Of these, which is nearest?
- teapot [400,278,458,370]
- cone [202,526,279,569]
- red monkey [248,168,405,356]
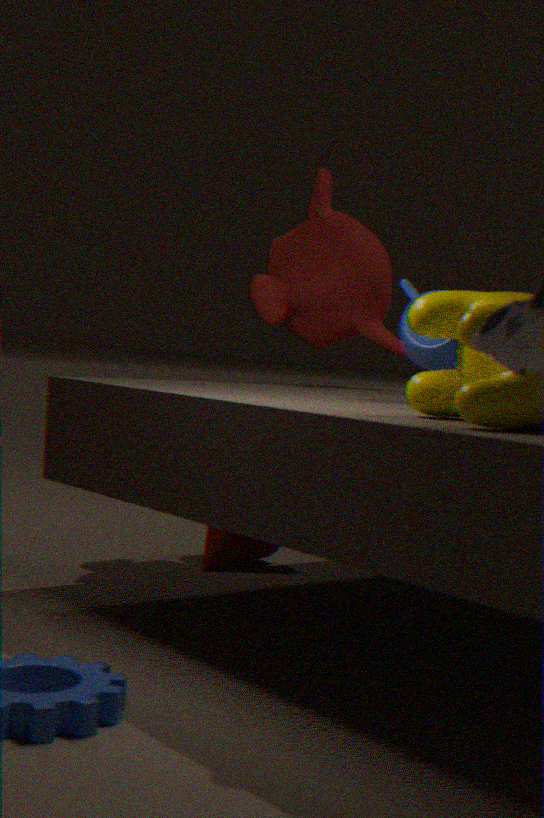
teapot [400,278,458,370]
